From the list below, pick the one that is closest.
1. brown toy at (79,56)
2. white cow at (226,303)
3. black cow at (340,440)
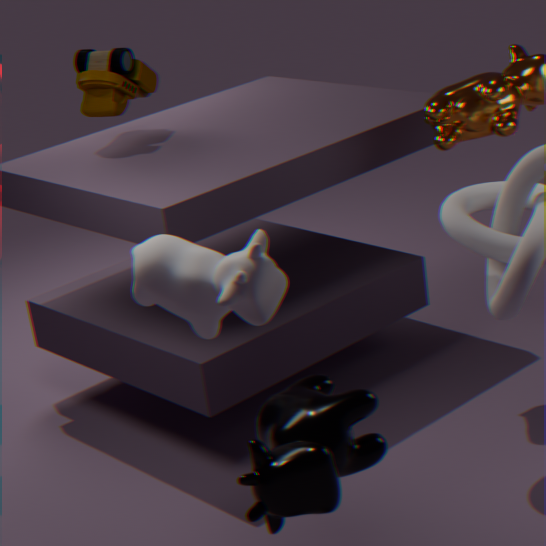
black cow at (340,440)
